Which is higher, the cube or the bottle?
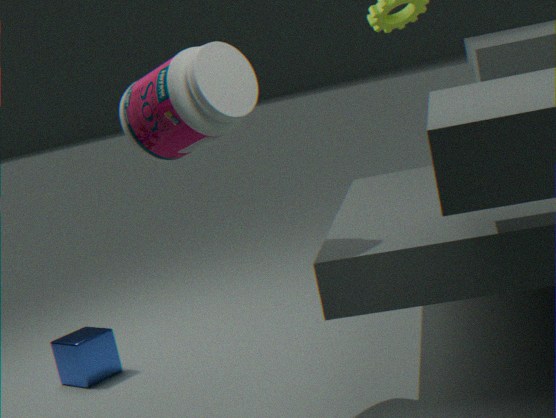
the bottle
